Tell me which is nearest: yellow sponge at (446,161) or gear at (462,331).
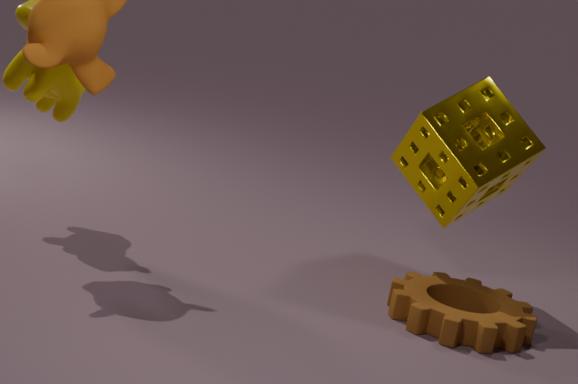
gear at (462,331)
